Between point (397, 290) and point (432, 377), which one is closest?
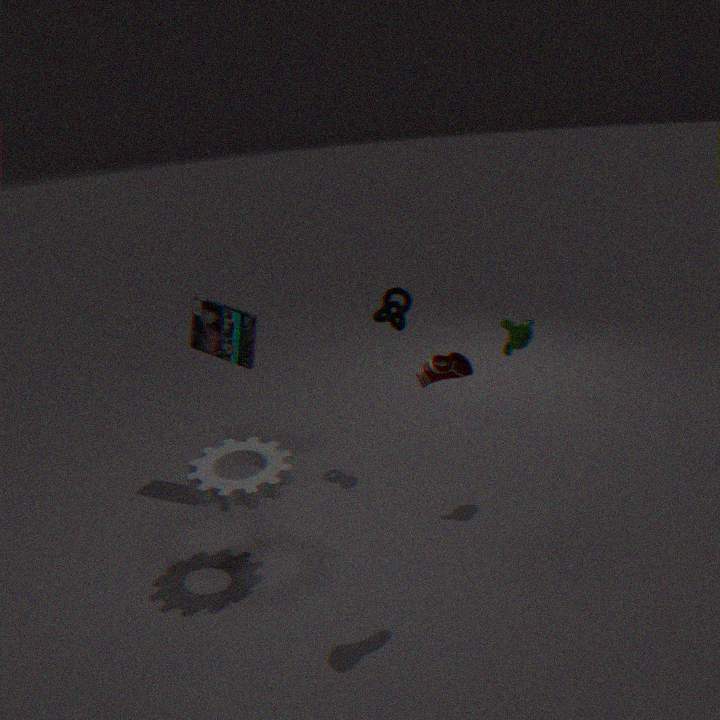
point (432, 377)
